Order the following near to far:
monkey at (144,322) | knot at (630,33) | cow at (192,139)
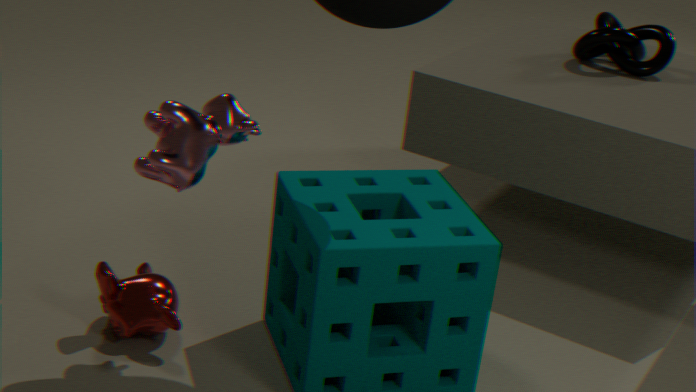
cow at (192,139)
monkey at (144,322)
knot at (630,33)
